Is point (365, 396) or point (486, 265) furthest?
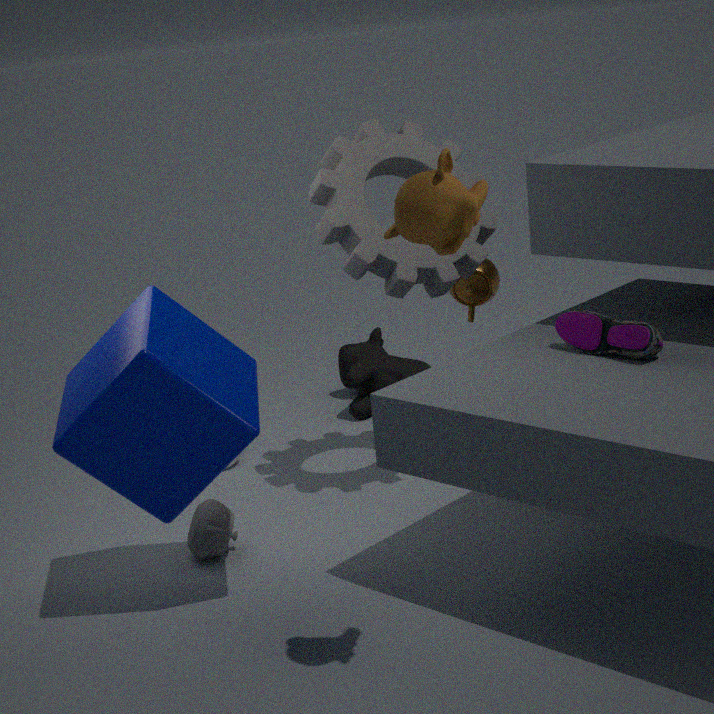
point (365, 396)
